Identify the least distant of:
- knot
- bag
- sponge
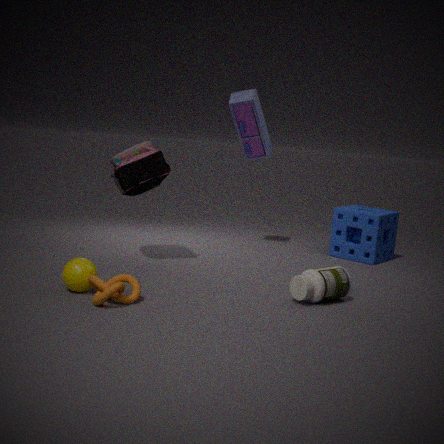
knot
